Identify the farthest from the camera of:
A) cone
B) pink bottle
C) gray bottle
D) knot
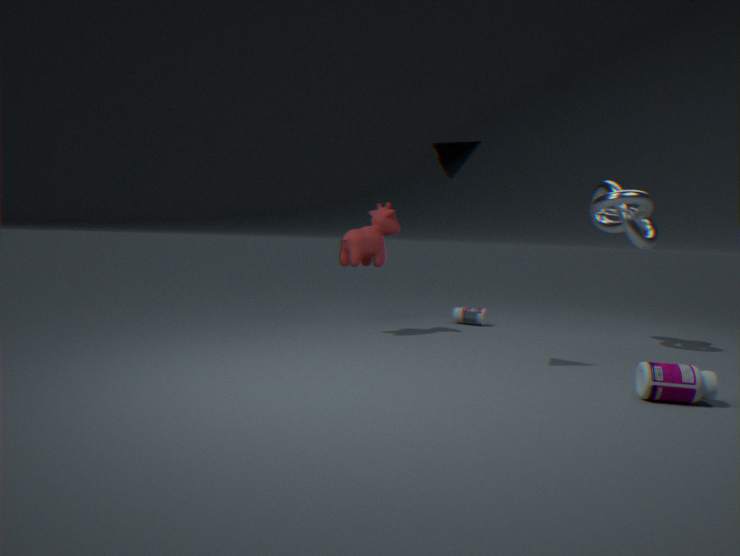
gray bottle
